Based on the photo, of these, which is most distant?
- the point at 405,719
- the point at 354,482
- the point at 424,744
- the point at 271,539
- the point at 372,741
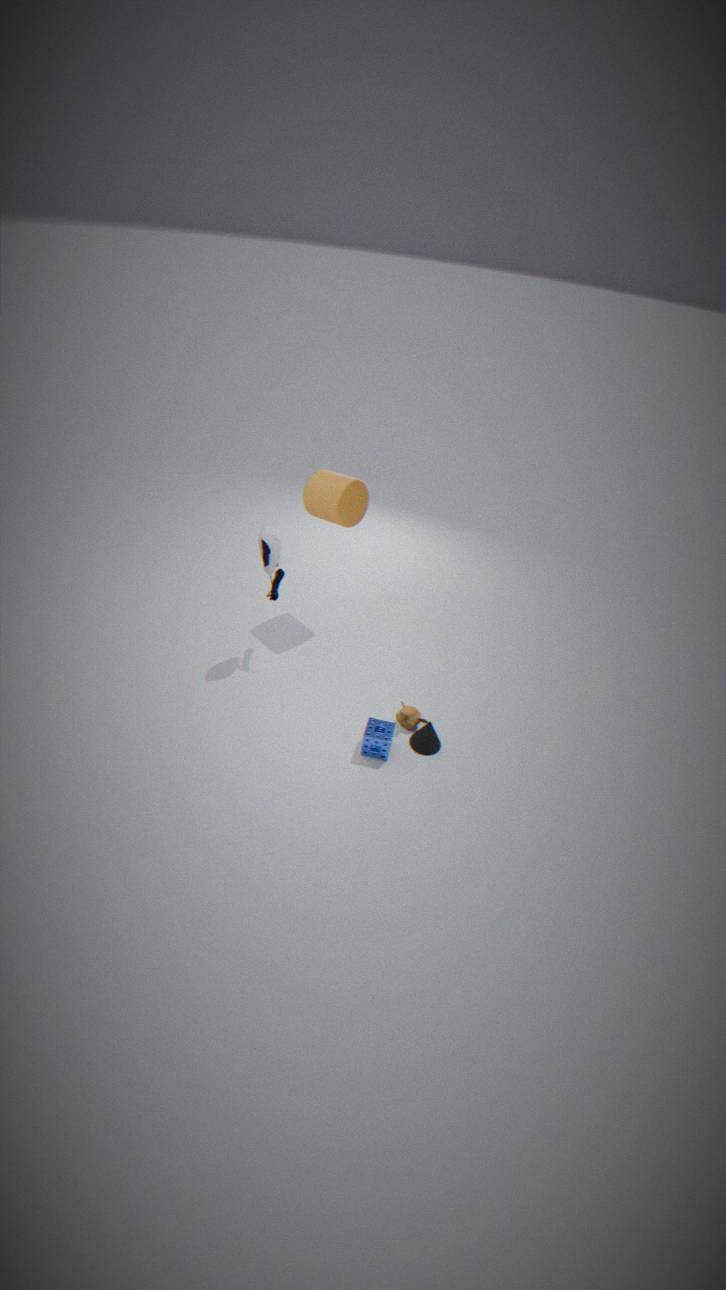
the point at 354,482
